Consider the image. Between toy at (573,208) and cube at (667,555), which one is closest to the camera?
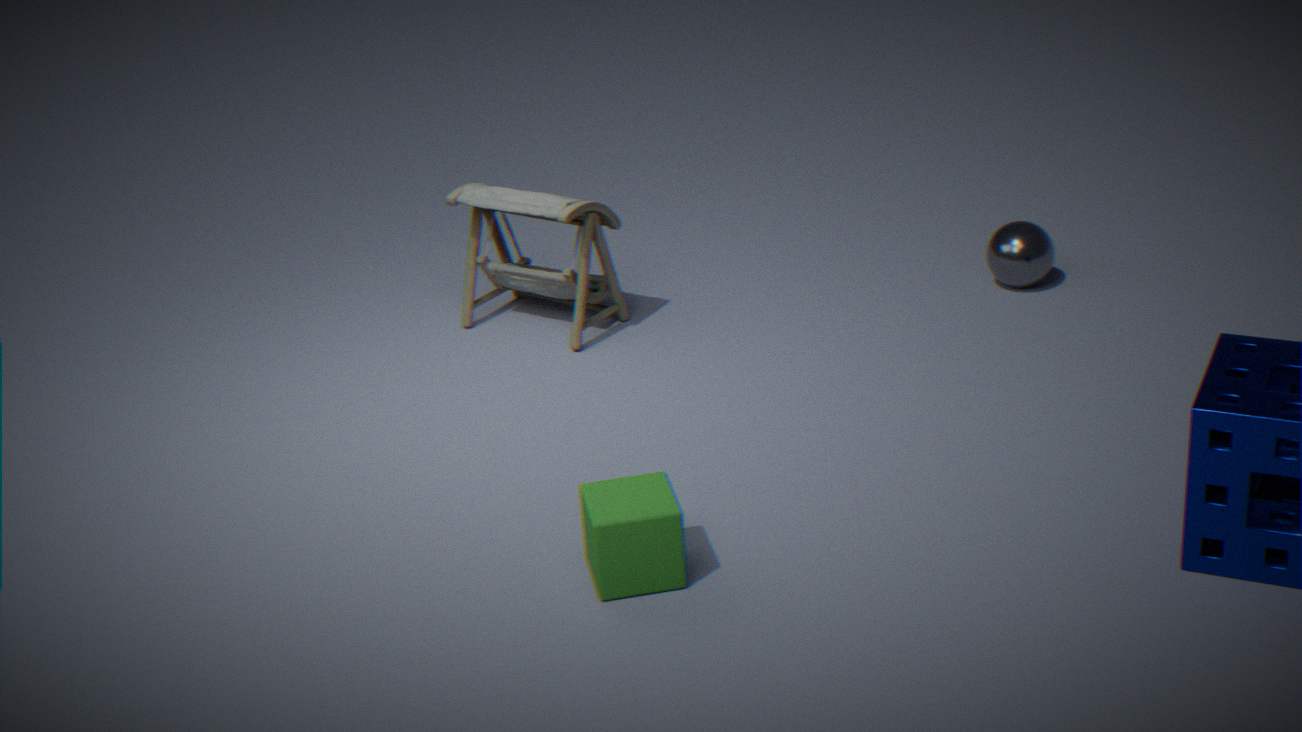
cube at (667,555)
